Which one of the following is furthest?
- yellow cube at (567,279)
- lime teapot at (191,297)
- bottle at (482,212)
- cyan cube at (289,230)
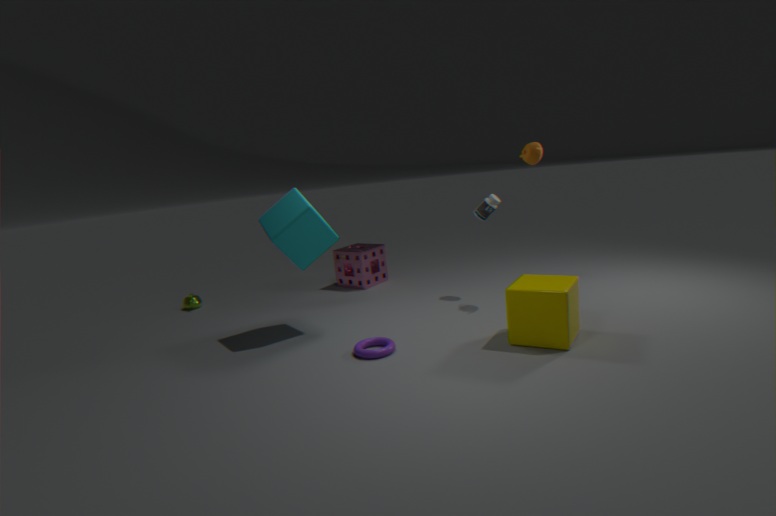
lime teapot at (191,297)
